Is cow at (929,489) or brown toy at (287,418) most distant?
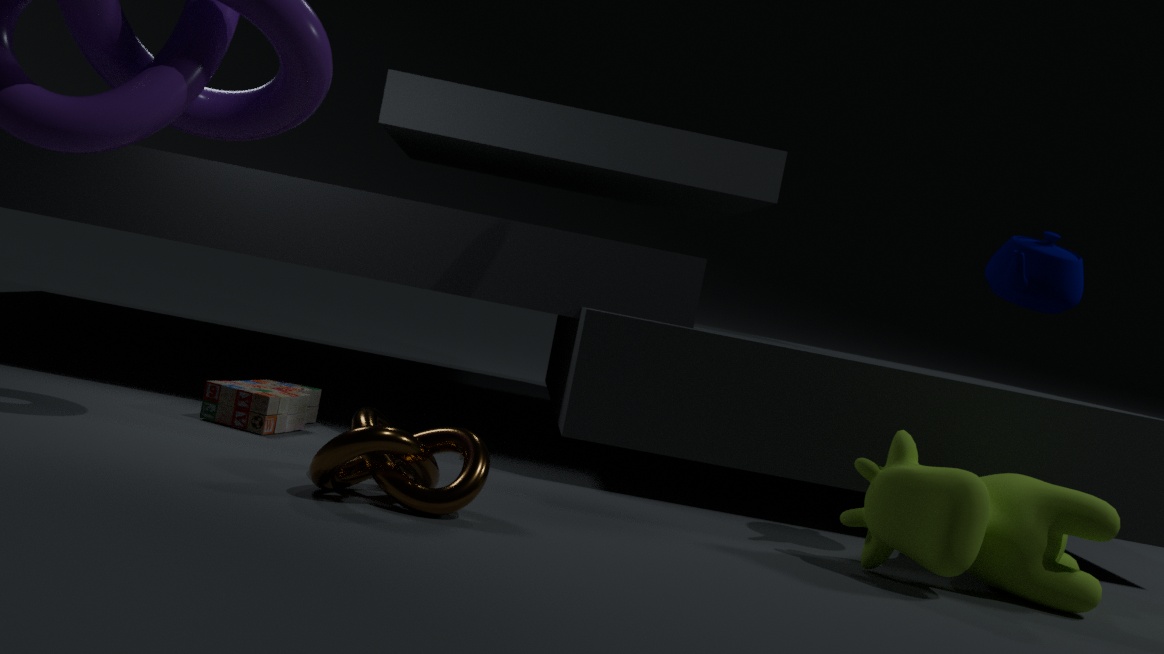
brown toy at (287,418)
